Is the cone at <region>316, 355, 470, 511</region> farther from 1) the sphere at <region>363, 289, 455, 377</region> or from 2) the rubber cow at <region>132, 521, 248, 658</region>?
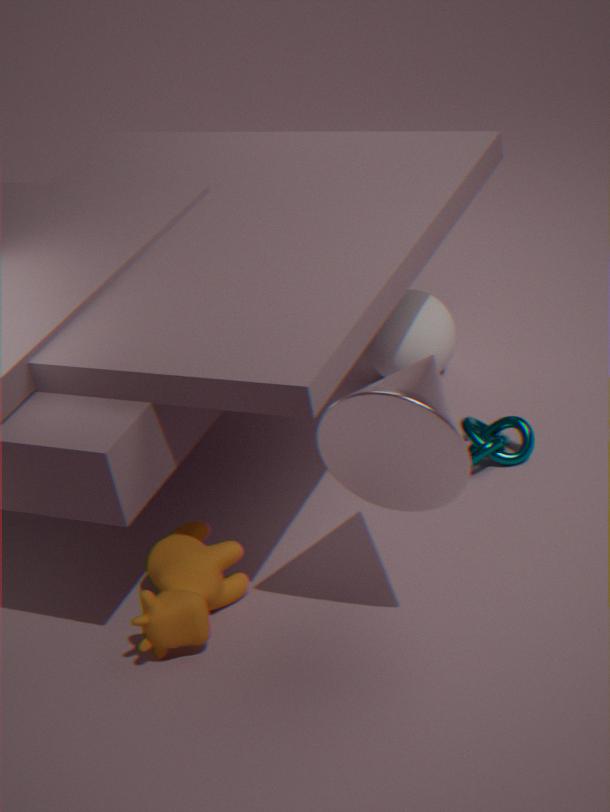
1) the sphere at <region>363, 289, 455, 377</region>
